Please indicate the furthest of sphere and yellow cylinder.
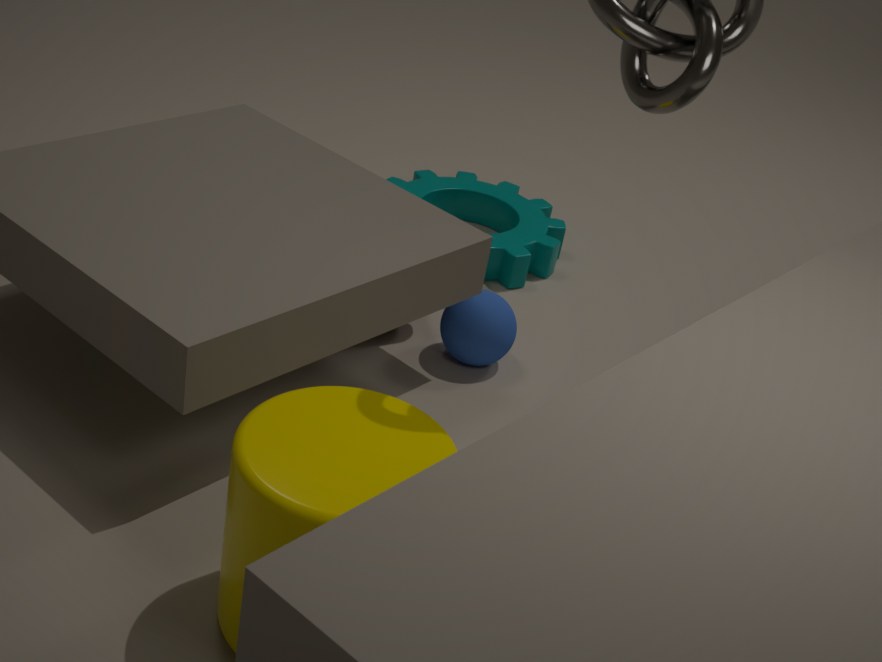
A: sphere
